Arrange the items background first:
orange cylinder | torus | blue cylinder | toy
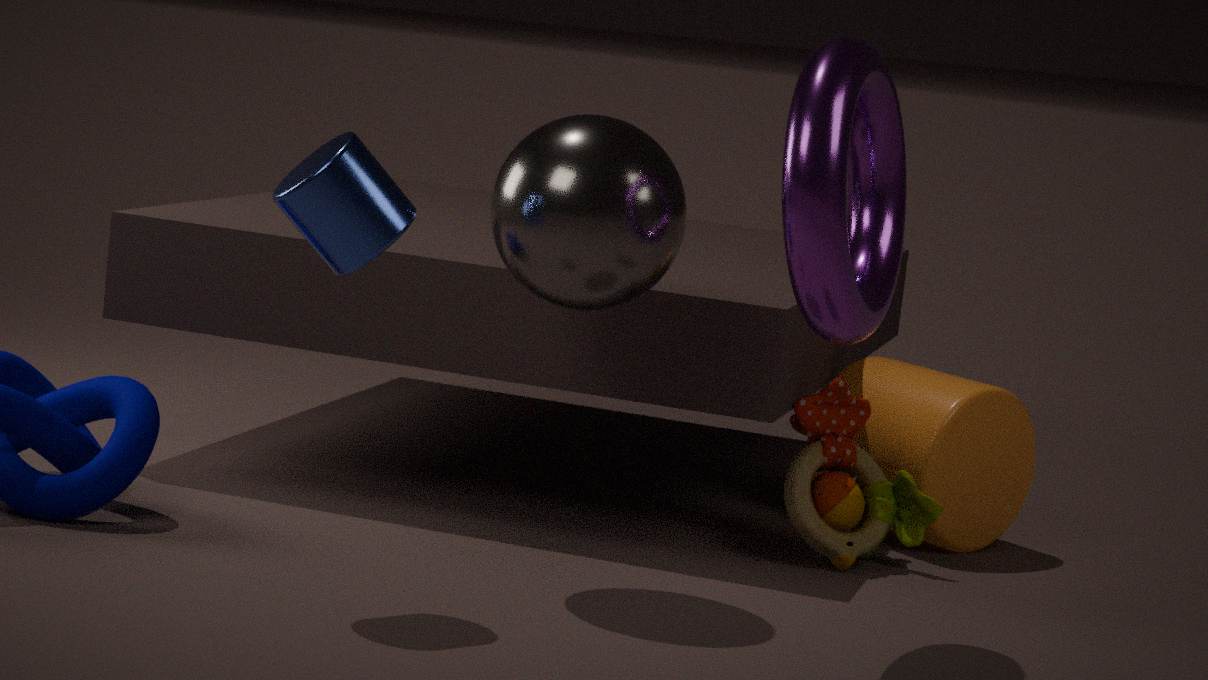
orange cylinder, toy, blue cylinder, torus
